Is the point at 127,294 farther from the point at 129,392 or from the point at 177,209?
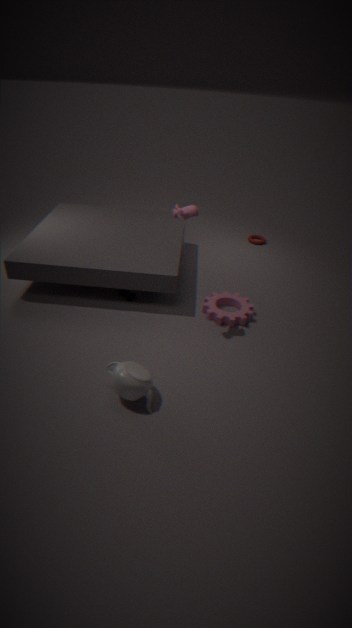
the point at 129,392
